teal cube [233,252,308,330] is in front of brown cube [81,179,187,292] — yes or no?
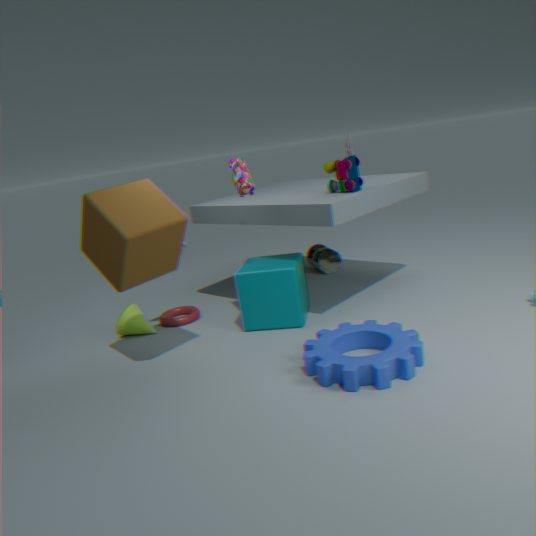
No
